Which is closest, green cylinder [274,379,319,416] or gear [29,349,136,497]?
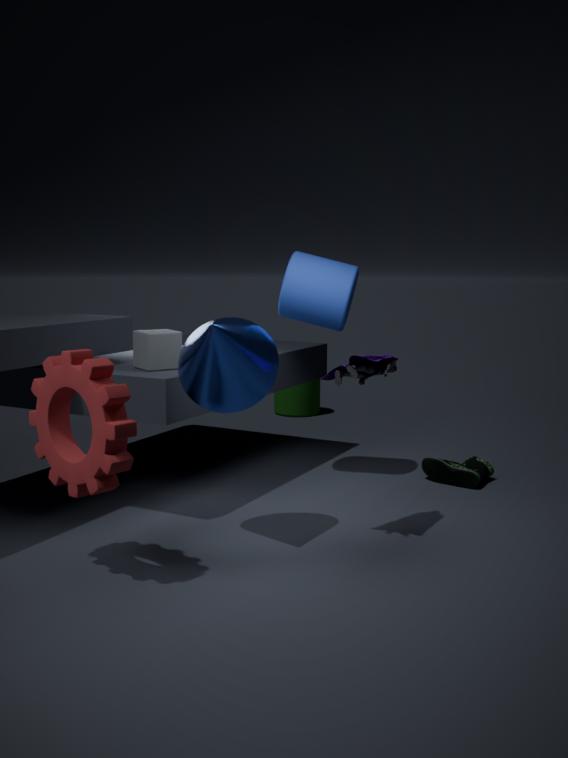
gear [29,349,136,497]
